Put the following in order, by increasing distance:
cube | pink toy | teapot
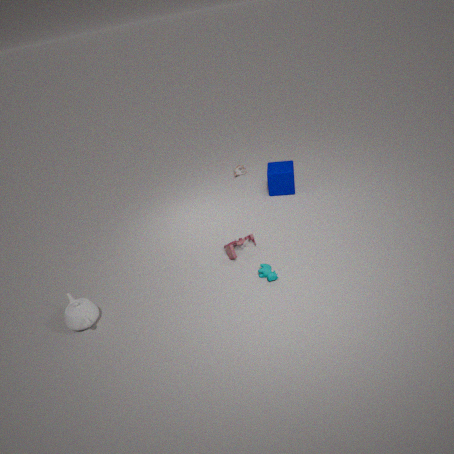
1. teapot
2. pink toy
3. cube
